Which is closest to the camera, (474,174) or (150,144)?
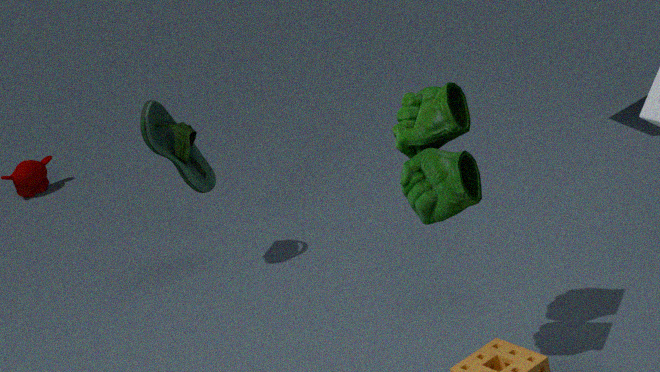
(474,174)
